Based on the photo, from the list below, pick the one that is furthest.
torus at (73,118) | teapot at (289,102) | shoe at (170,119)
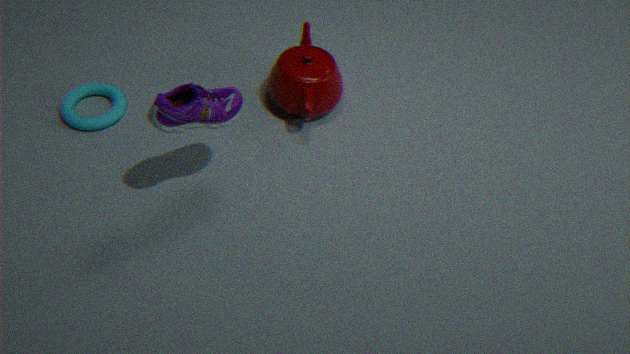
teapot at (289,102)
